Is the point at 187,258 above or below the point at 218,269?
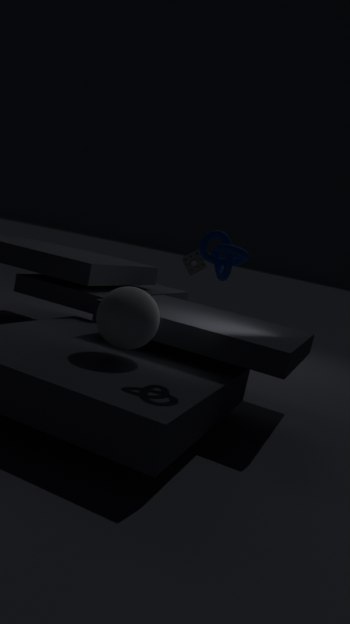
below
